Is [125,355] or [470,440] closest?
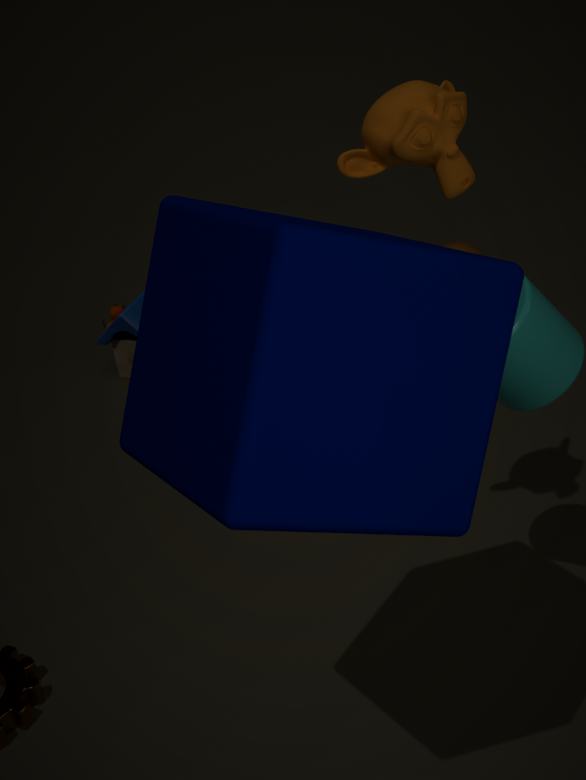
[470,440]
